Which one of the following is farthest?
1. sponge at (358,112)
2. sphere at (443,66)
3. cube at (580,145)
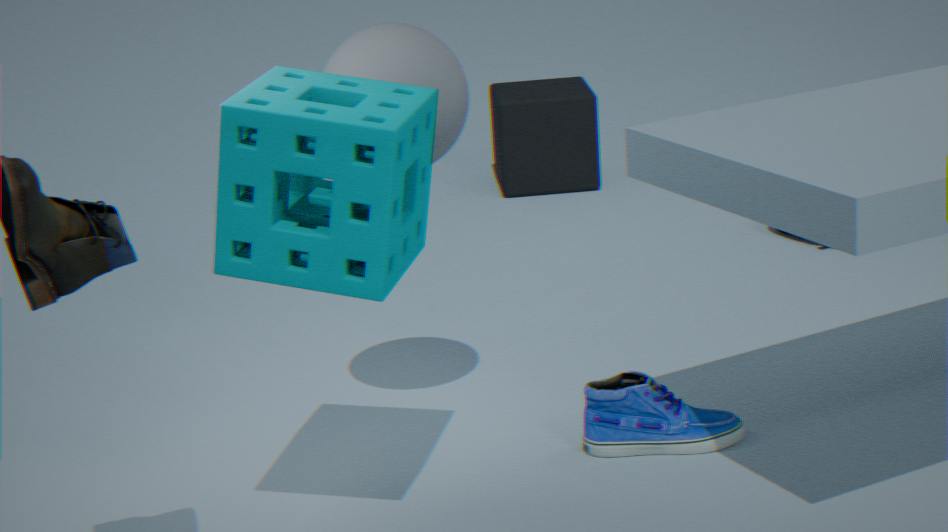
cube at (580,145)
